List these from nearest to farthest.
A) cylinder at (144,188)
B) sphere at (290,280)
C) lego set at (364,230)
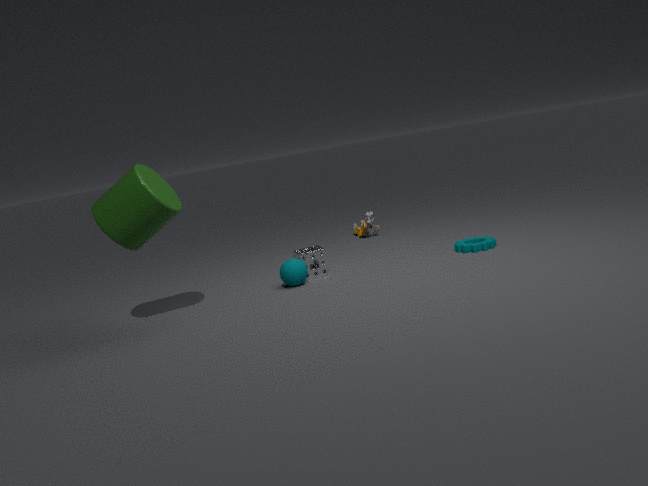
cylinder at (144,188)
sphere at (290,280)
lego set at (364,230)
